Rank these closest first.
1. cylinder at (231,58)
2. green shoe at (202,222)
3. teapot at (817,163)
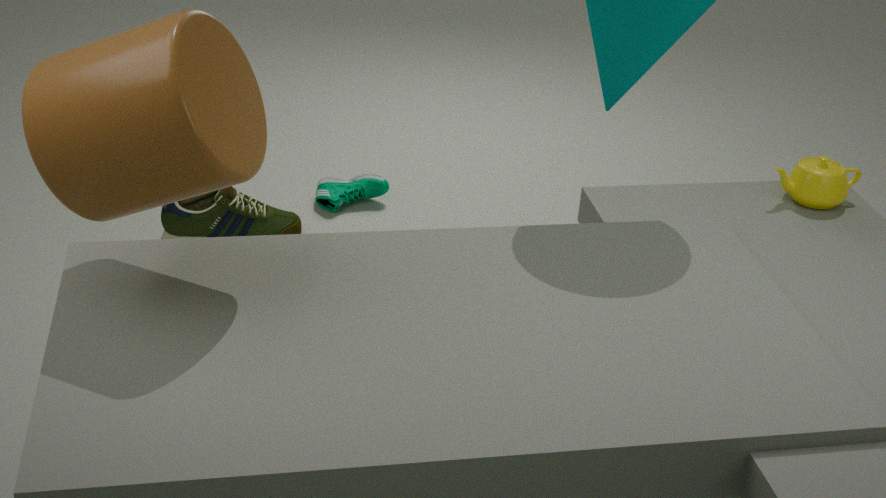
1. cylinder at (231,58)
2. teapot at (817,163)
3. green shoe at (202,222)
